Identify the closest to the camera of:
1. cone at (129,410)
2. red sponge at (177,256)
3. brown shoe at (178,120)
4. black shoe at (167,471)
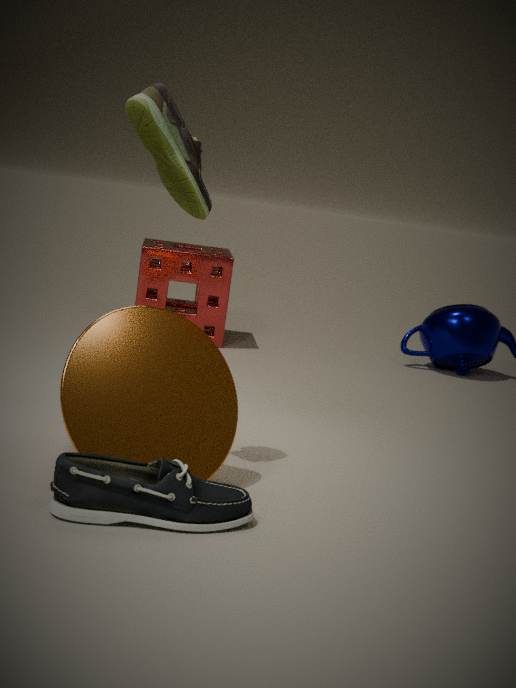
black shoe at (167,471)
